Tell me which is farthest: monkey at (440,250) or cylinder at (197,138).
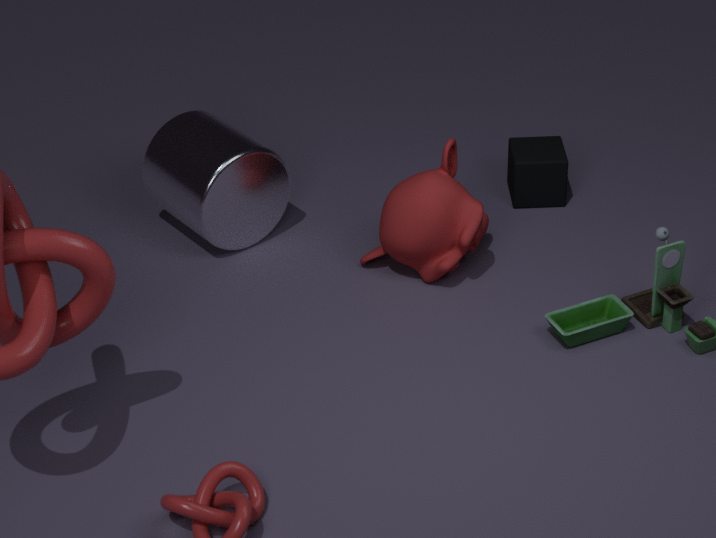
cylinder at (197,138)
